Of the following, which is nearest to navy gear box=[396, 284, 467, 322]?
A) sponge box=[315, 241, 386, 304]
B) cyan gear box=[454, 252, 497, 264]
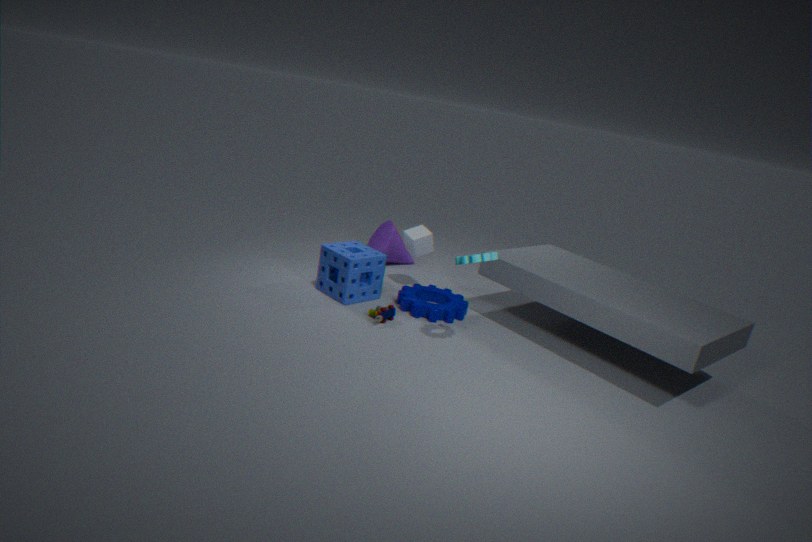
sponge box=[315, 241, 386, 304]
